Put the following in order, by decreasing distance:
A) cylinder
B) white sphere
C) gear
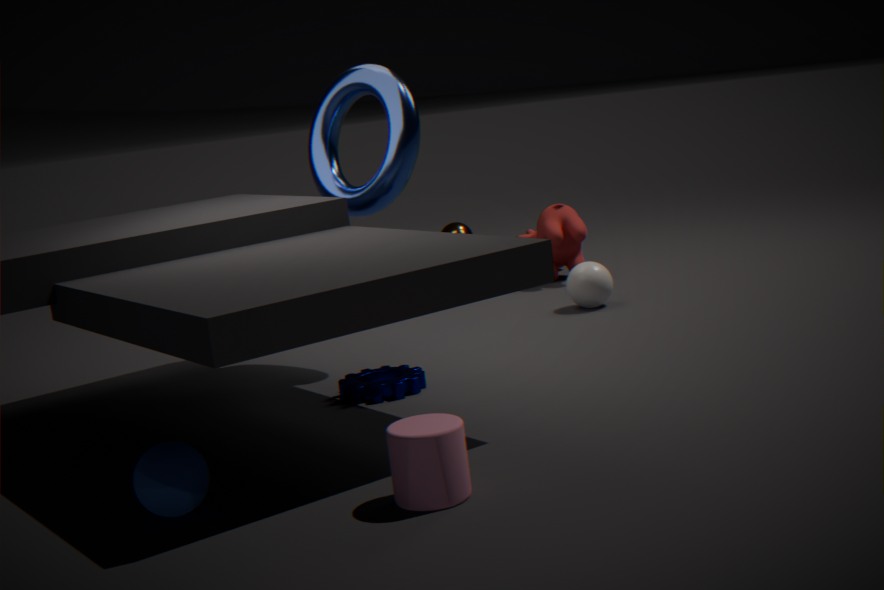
1. white sphere
2. gear
3. cylinder
